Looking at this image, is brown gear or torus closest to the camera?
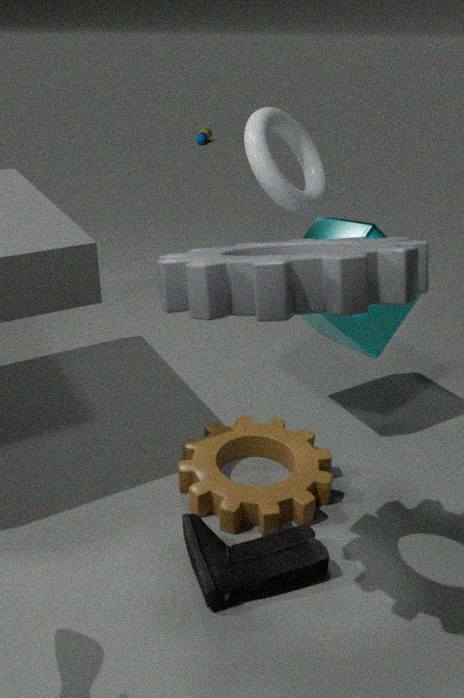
brown gear
